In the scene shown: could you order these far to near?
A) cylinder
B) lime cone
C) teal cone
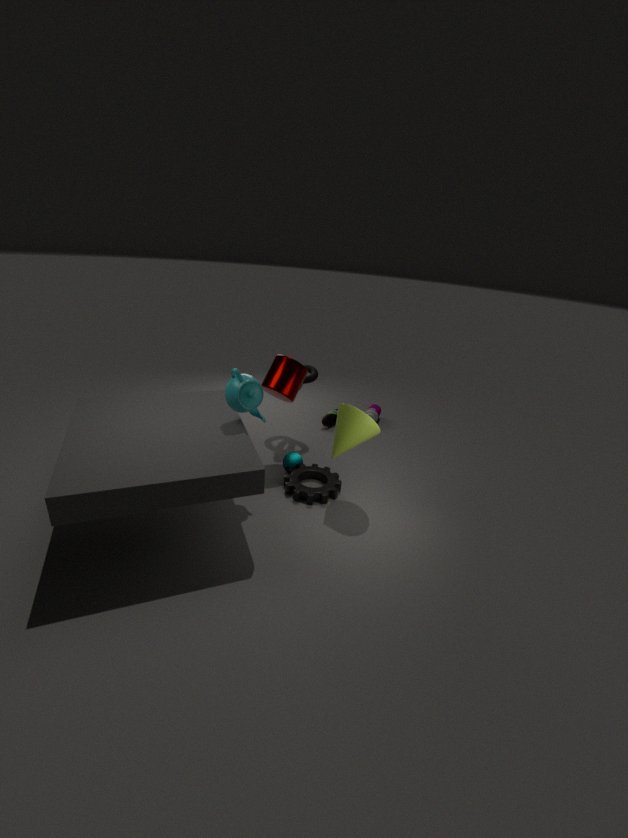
teal cone < cylinder < lime cone
